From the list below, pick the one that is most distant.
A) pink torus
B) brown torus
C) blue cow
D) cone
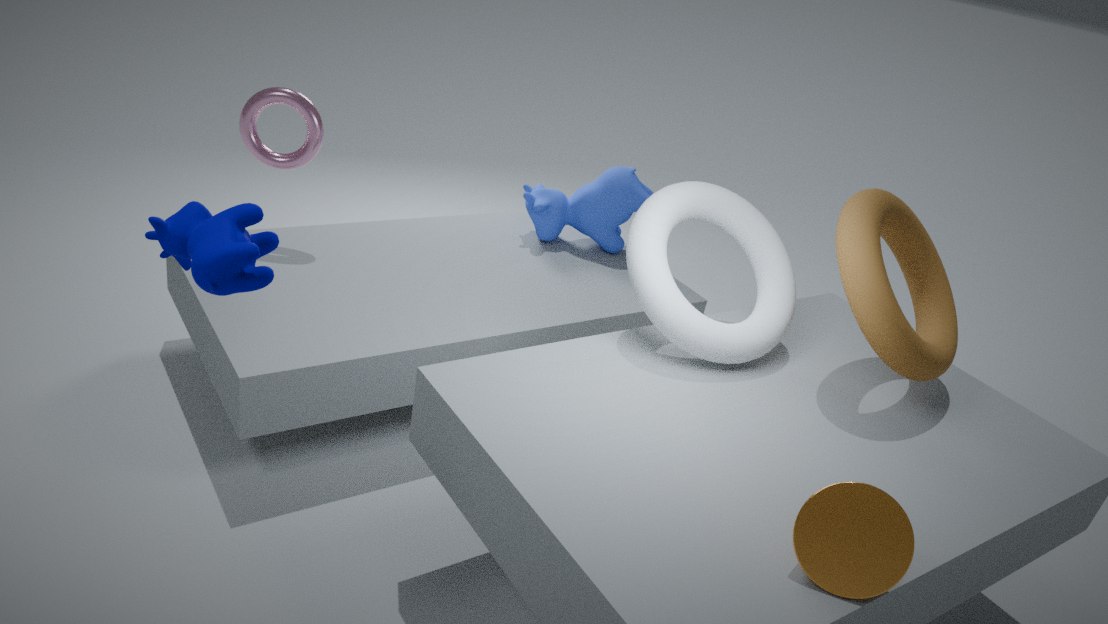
blue cow
